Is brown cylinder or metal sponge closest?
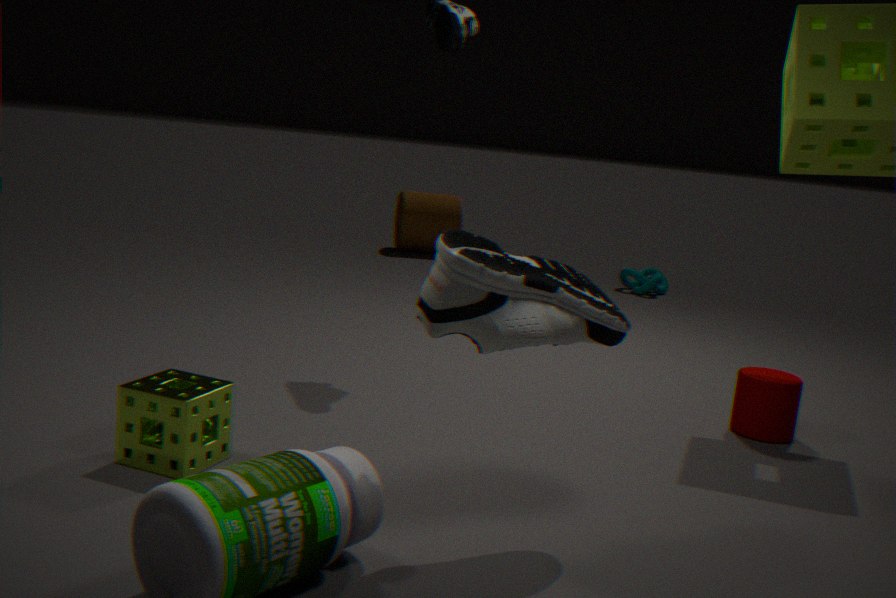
metal sponge
